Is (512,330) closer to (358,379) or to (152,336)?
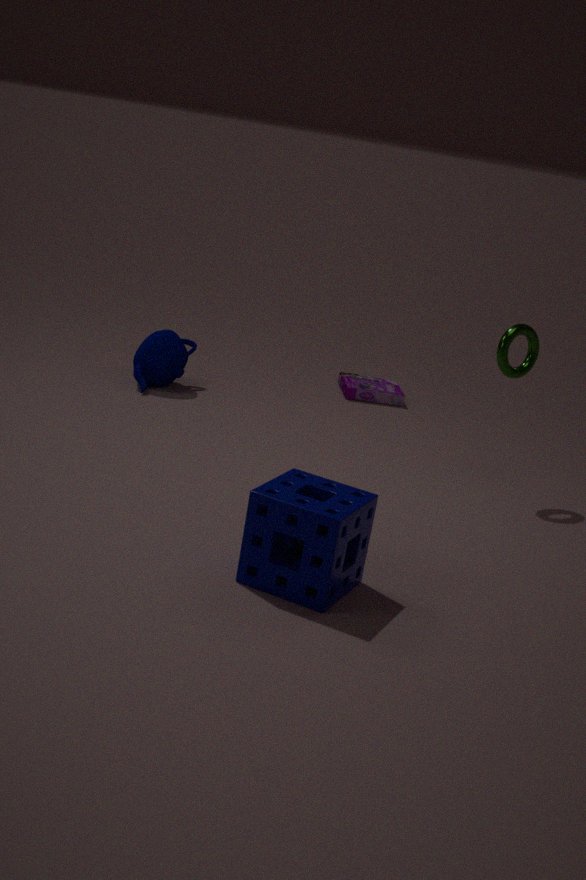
(358,379)
